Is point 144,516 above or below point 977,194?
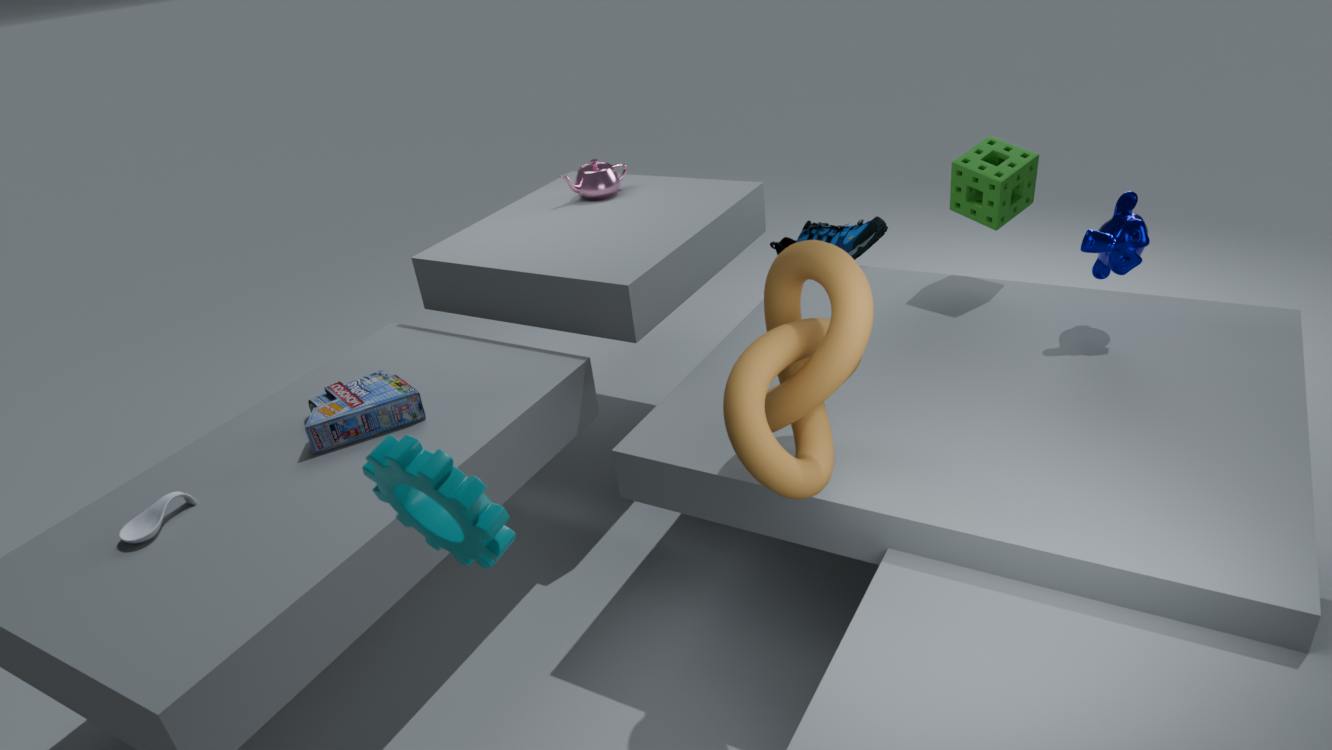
below
